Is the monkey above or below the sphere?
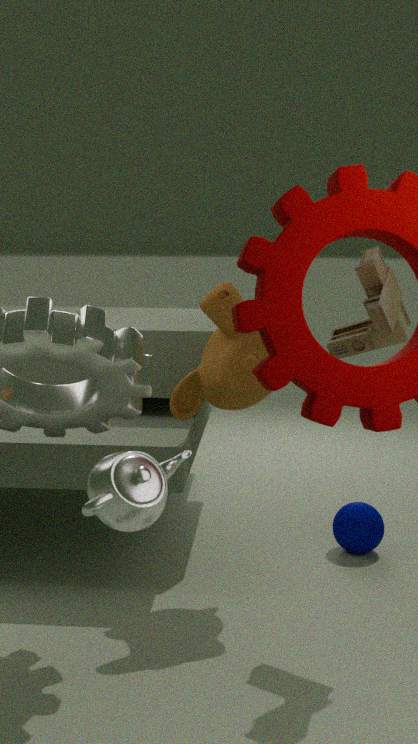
above
